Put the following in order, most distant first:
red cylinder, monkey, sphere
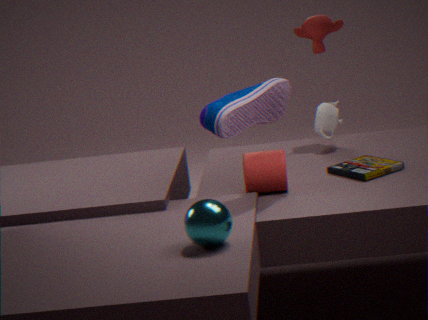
monkey → red cylinder → sphere
